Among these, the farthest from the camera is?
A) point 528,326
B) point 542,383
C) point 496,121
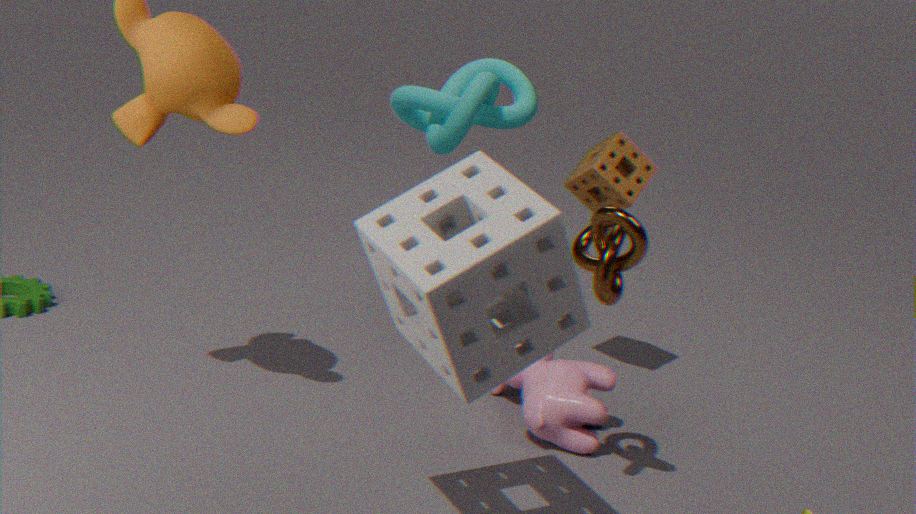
point 496,121
